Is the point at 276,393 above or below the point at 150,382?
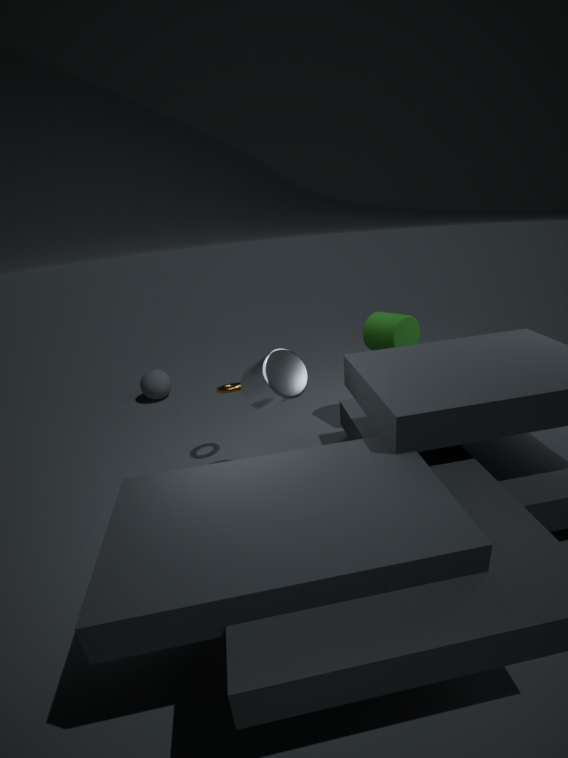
above
